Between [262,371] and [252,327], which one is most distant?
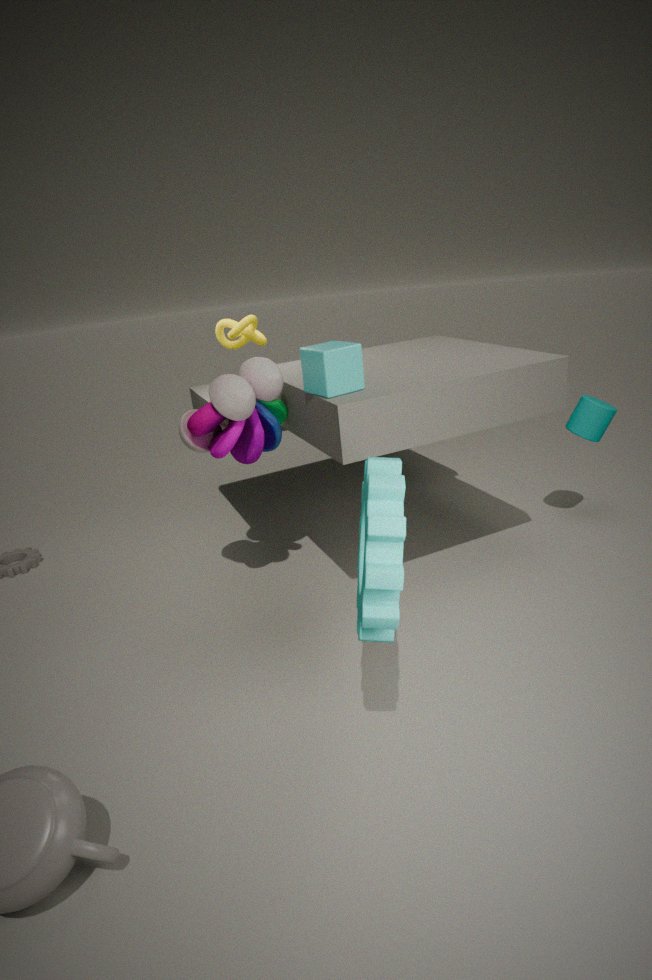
[252,327]
